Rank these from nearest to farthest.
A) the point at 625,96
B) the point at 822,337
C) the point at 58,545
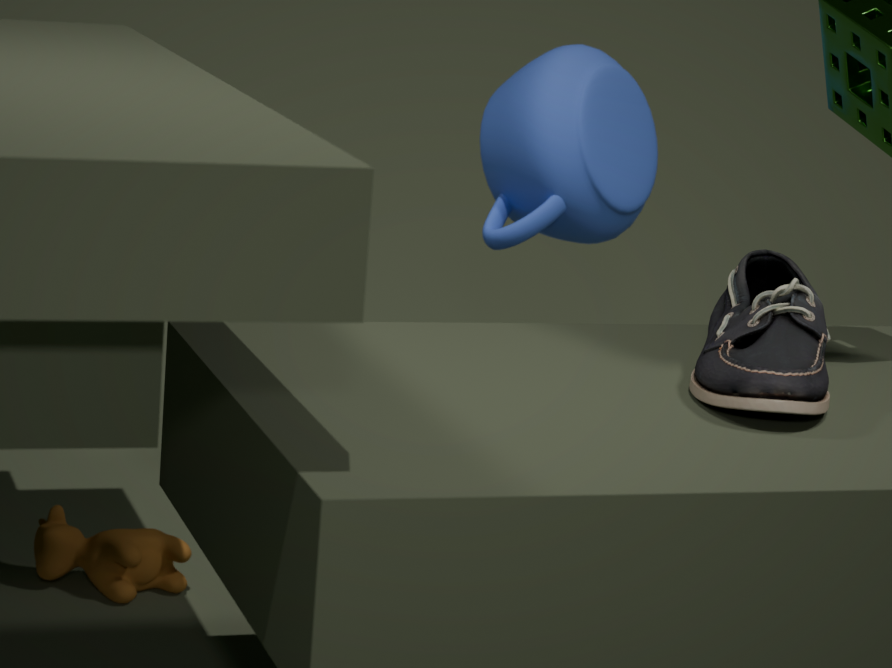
the point at 822,337, the point at 58,545, the point at 625,96
